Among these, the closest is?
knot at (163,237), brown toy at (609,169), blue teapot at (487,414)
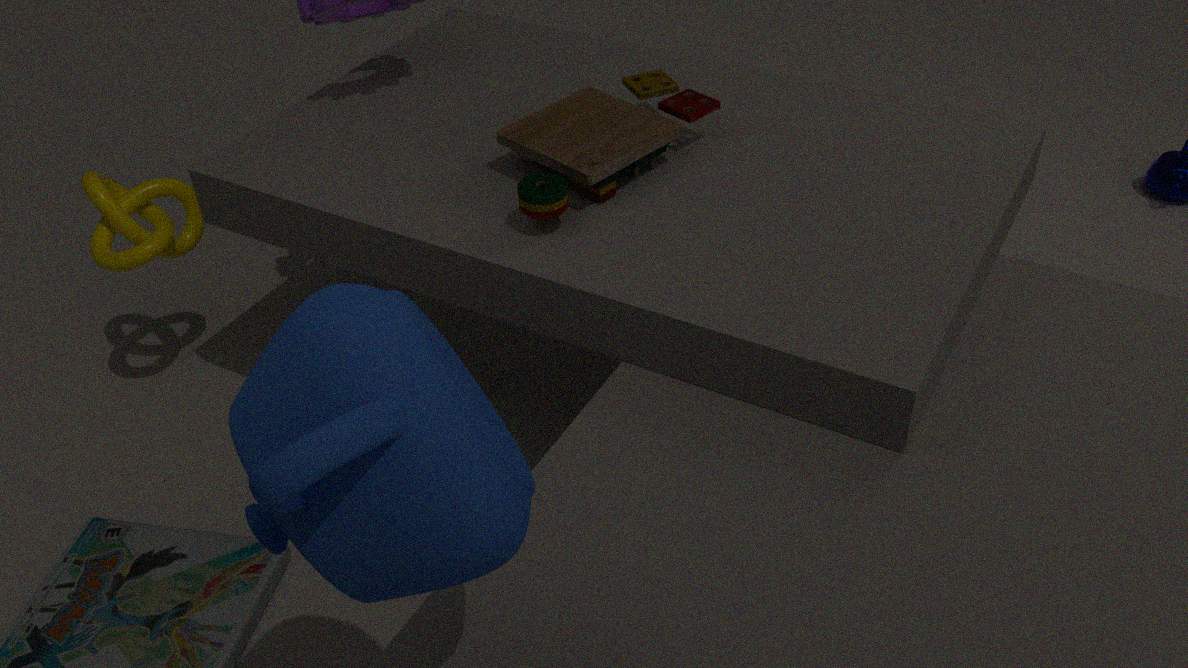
blue teapot at (487,414)
